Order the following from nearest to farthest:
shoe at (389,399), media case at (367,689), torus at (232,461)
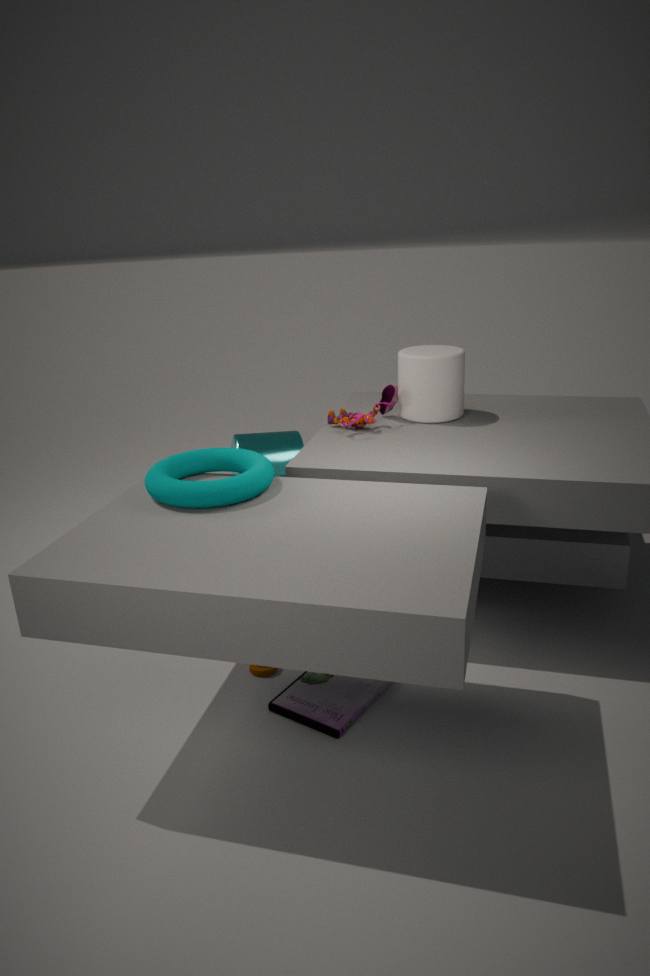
torus at (232,461)
media case at (367,689)
shoe at (389,399)
